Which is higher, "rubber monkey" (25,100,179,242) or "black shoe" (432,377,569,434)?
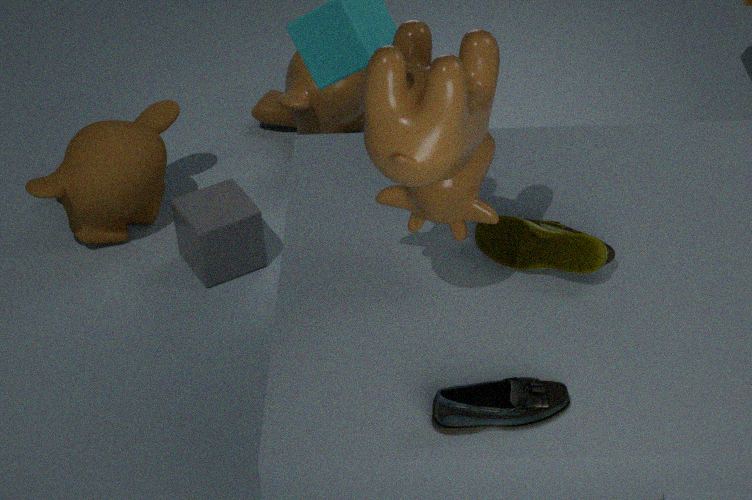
"black shoe" (432,377,569,434)
